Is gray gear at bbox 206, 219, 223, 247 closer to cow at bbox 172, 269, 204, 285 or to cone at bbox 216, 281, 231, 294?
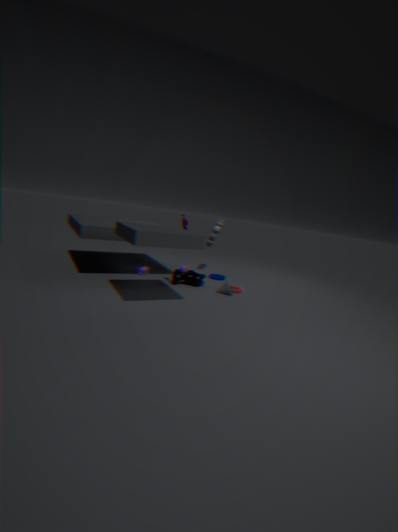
cow at bbox 172, 269, 204, 285
